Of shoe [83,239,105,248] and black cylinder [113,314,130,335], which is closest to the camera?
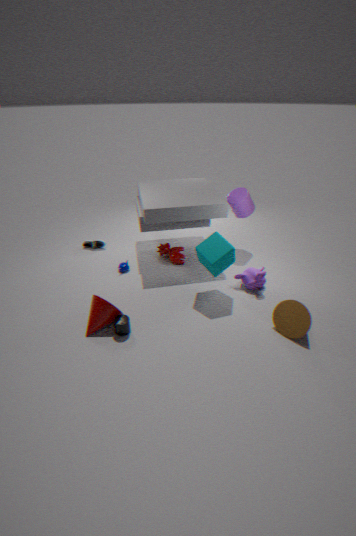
black cylinder [113,314,130,335]
